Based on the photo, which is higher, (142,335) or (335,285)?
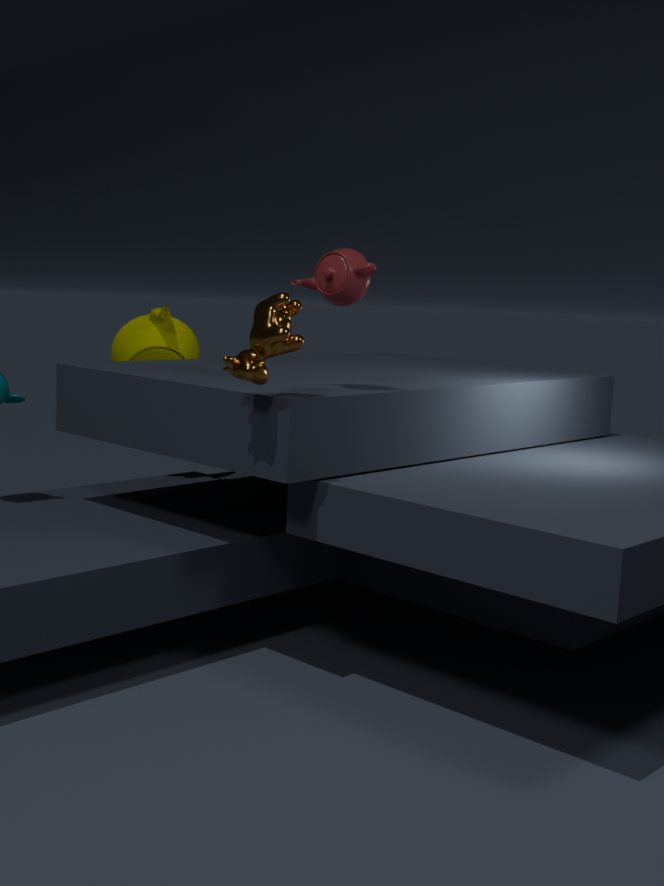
(335,285)
